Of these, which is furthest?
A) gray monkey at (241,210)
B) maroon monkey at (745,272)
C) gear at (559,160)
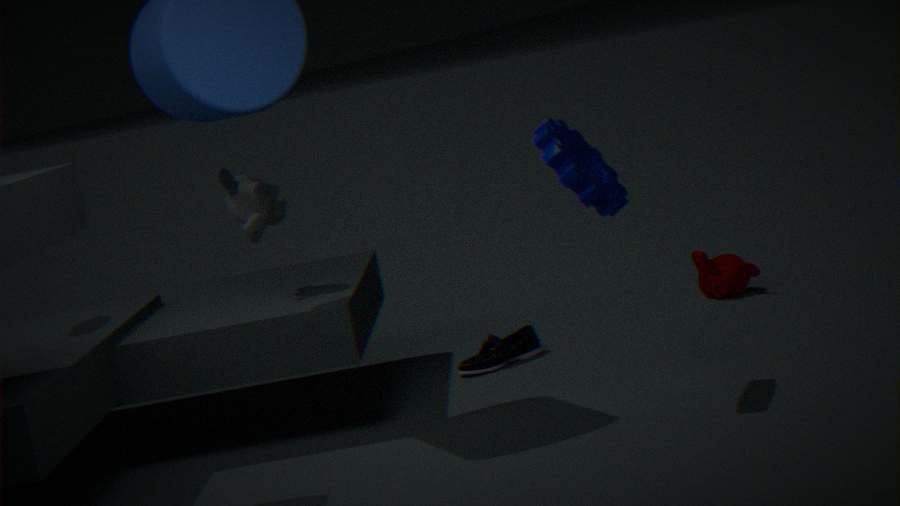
maroon monkey at (745,272)
